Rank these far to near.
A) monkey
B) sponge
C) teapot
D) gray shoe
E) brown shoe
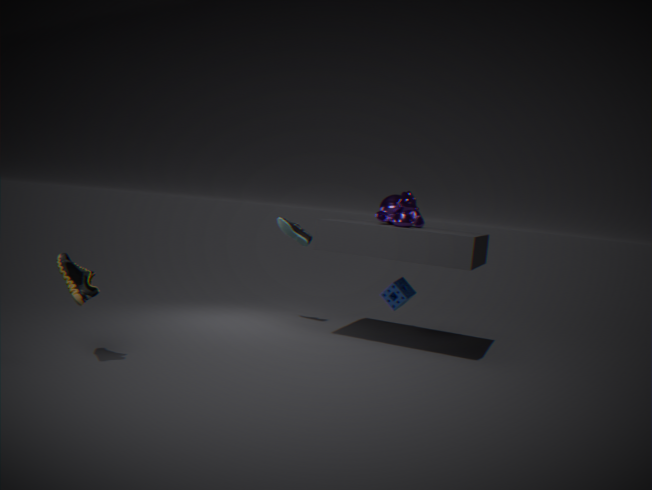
gray shoe
sponge
monkey
teapot
brown shoe
